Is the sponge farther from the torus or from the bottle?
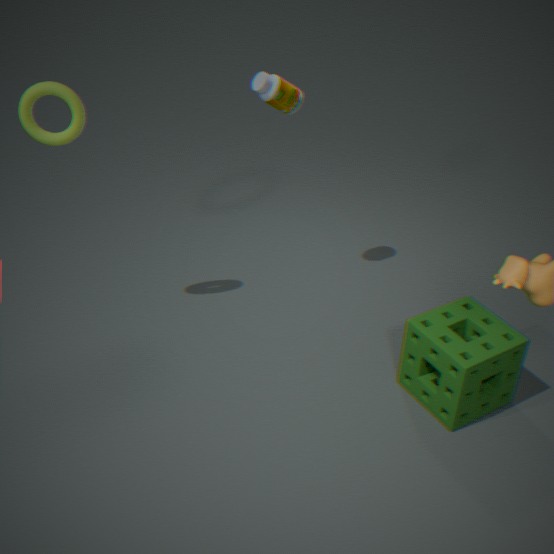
the torus
